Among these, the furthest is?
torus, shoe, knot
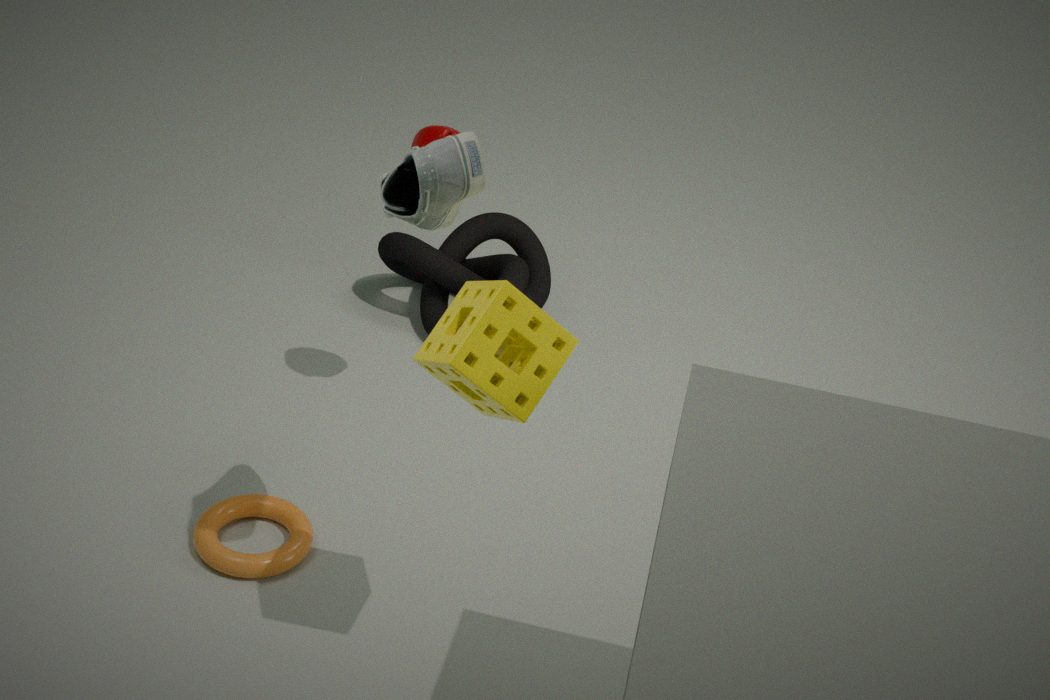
knot
